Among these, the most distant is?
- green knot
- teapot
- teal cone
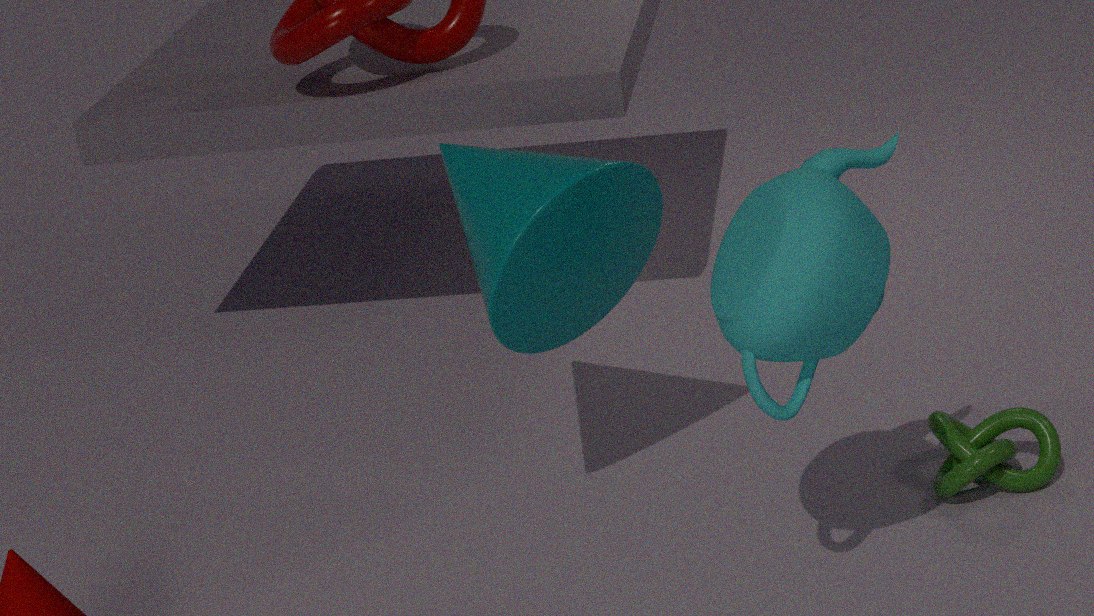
green knot
